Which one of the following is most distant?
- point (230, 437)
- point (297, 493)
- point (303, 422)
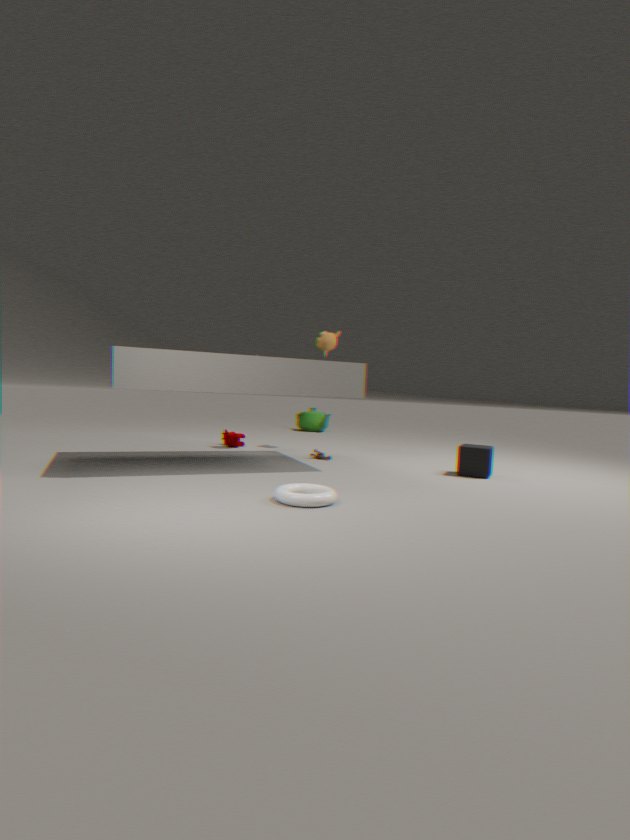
point (303, 422)
